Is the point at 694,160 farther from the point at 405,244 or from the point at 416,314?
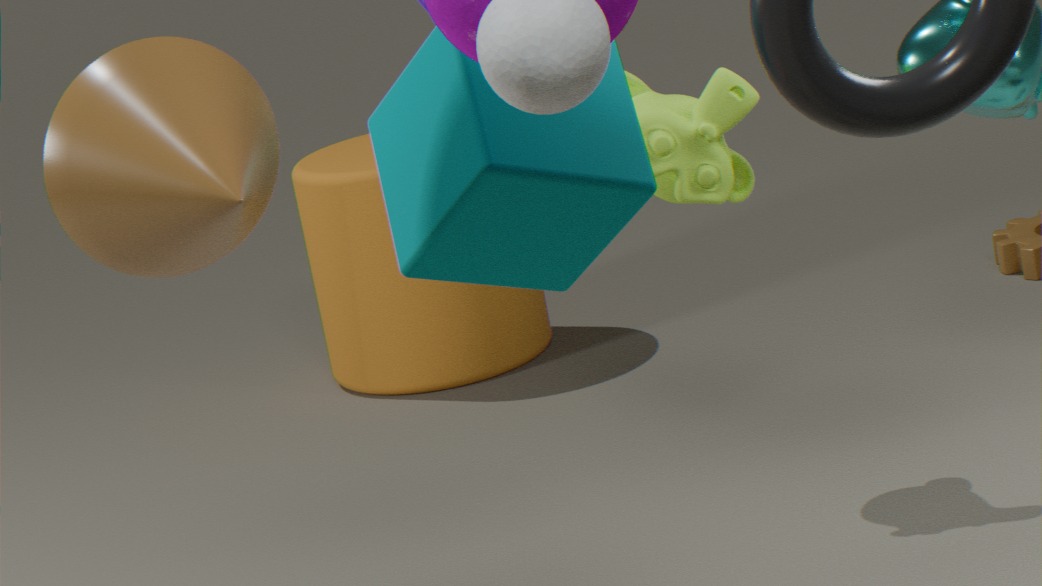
the point at 416,314
